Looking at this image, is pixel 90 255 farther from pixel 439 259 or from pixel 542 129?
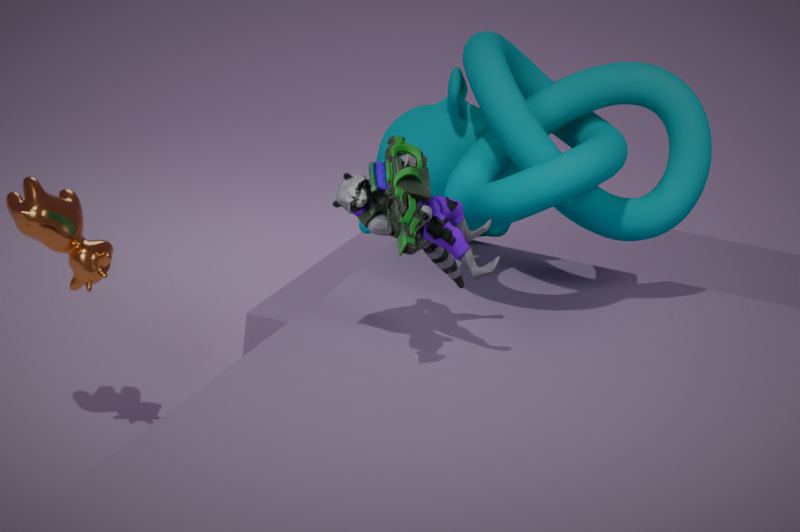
pixel 542 129
